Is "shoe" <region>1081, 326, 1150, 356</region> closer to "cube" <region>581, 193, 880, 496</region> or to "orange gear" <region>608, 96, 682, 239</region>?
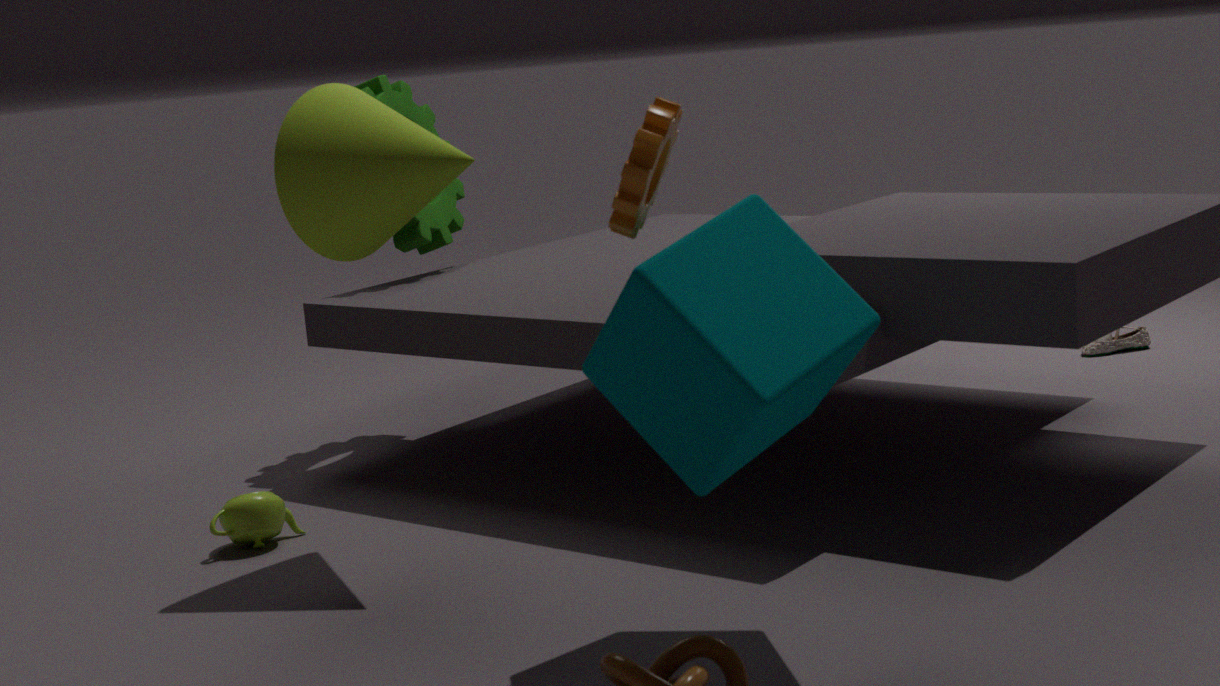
"cube" <region>581, 193, 880, 496</region>
